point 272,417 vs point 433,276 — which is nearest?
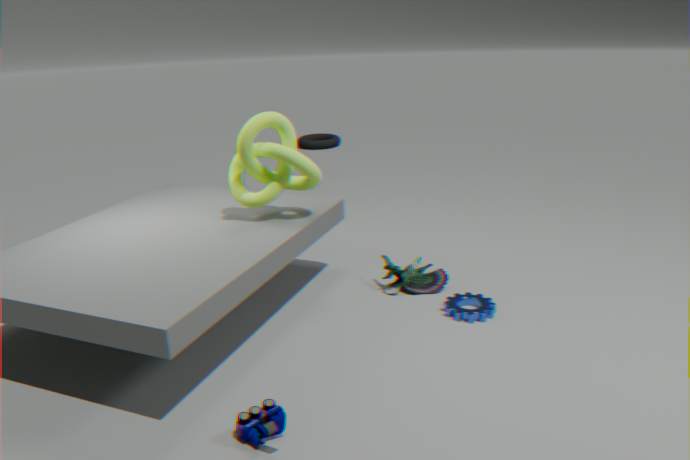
point 272,417
